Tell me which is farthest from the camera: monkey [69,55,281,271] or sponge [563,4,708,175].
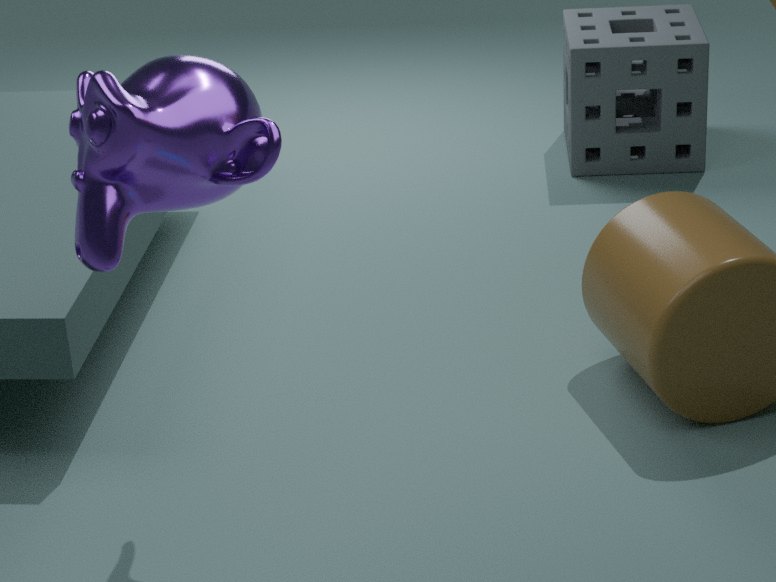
sponge [563,4,708,175]
